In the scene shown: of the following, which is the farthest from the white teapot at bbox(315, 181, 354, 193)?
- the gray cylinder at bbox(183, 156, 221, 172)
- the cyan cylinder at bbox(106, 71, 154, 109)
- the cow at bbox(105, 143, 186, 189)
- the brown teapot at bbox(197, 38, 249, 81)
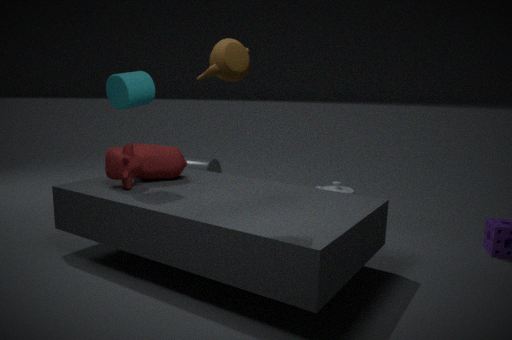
the brown teapot at bbox(197, 38, 249, 81)
